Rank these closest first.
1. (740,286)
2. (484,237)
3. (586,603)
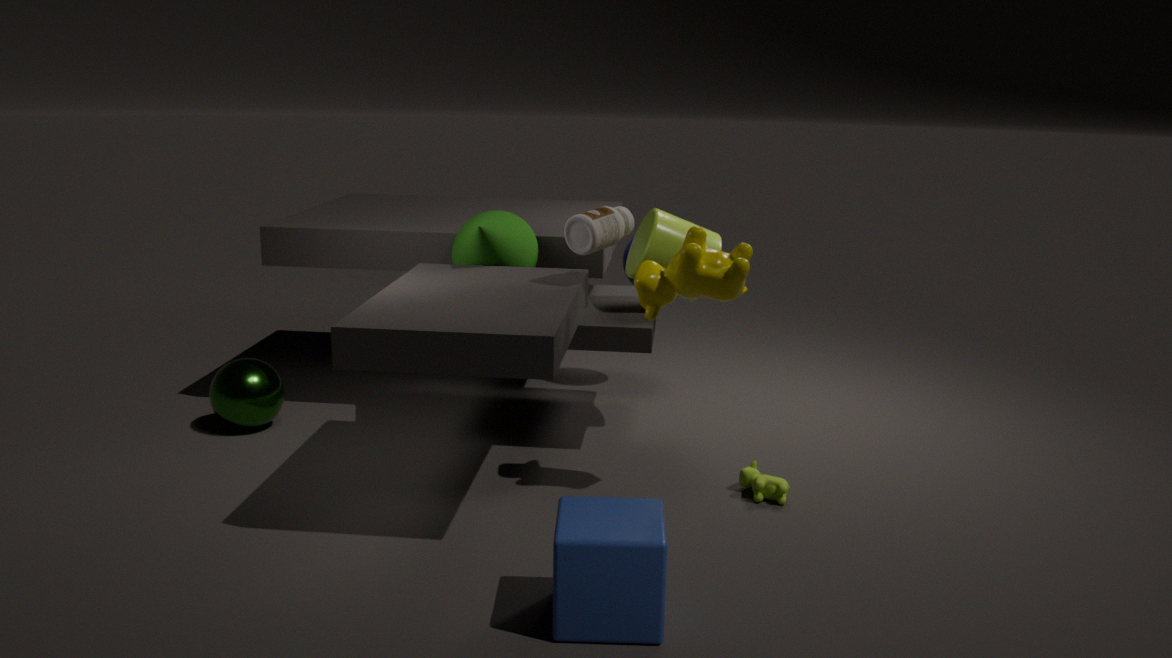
(586,603) → (740,286) → (484,237)
